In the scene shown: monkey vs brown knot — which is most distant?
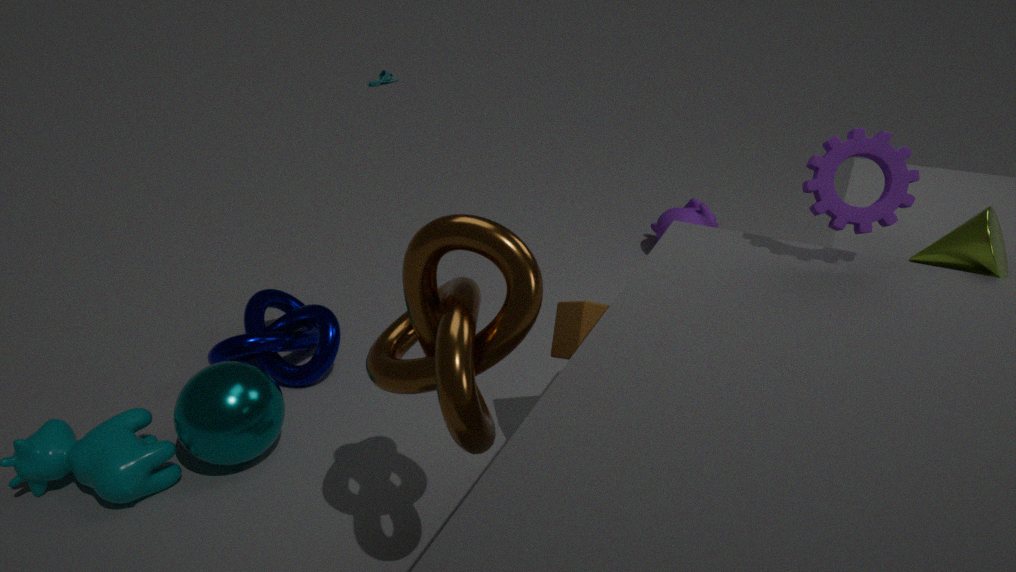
monkey
